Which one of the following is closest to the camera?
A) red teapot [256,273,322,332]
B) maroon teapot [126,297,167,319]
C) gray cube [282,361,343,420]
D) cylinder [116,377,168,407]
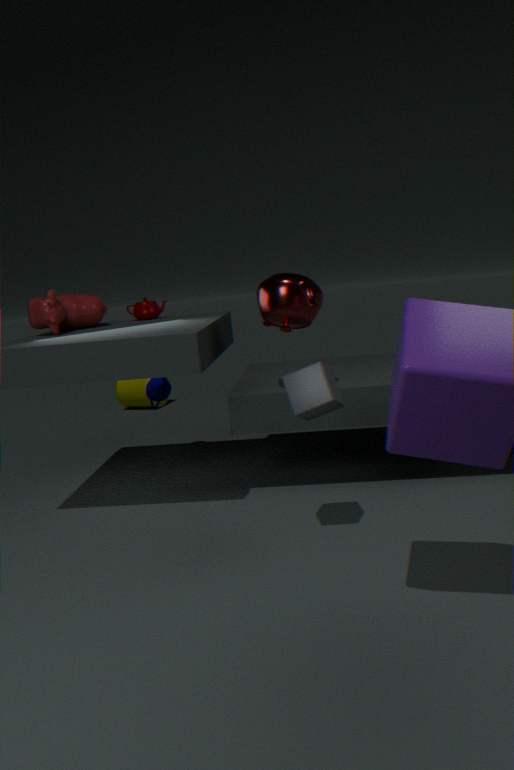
gray cube [282,361,343,420]
